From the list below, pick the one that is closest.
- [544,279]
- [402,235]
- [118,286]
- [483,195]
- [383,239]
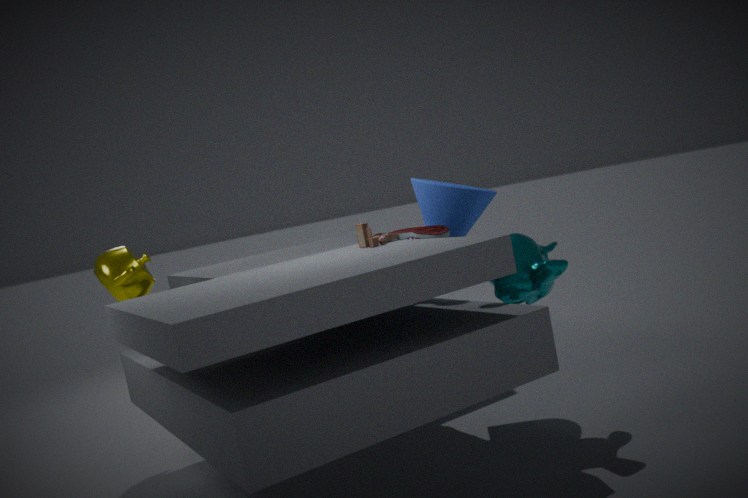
[544,279]
